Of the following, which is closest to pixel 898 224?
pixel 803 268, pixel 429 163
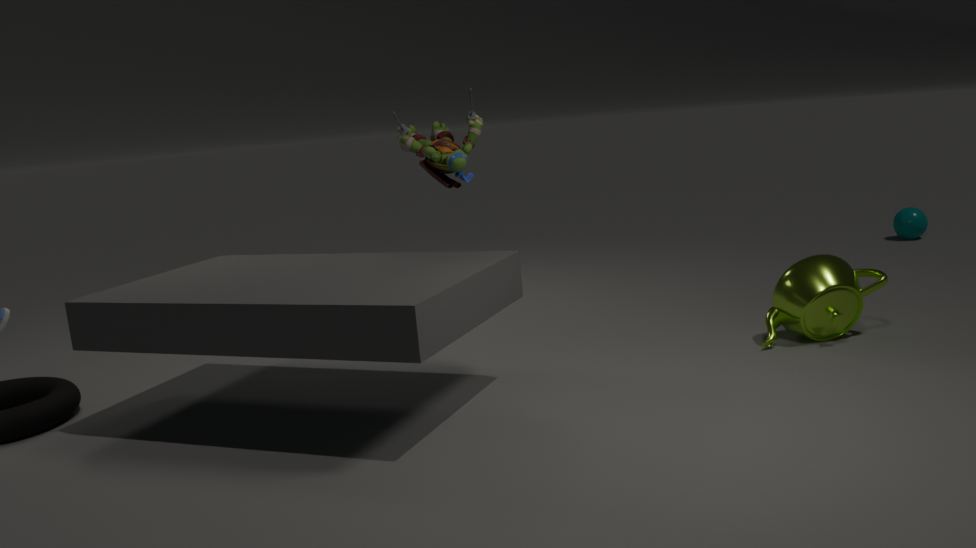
pixel 803 268
